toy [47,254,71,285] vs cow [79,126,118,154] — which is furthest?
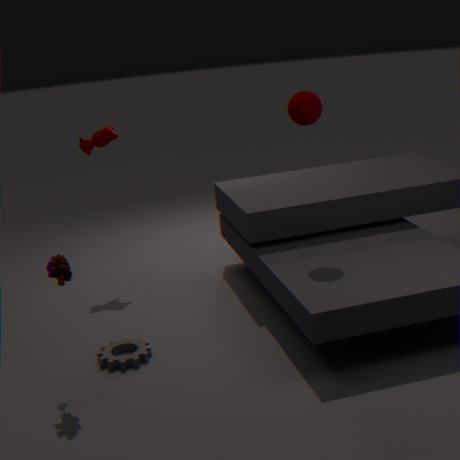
cow [79,126,118,154]
